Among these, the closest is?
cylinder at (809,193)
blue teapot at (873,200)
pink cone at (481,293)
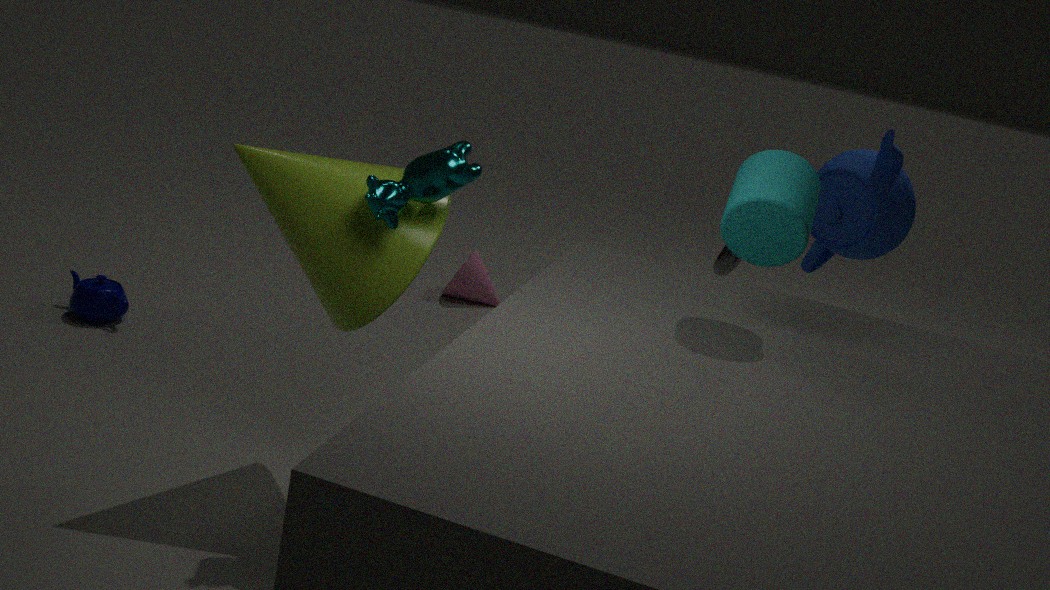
cylinder at (809,193)
